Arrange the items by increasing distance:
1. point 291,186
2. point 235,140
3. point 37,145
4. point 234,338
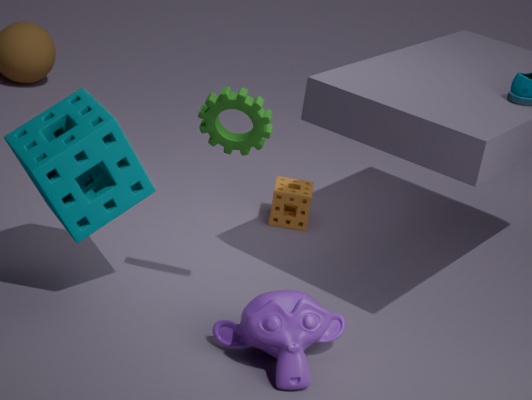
point 37,145, point 235,140, point 234,338, point 291,186
